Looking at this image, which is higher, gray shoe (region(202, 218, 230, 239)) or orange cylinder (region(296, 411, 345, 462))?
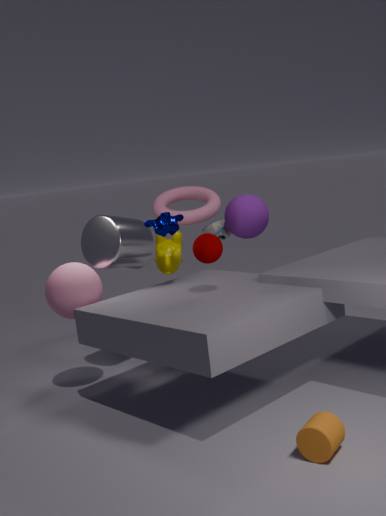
gray shoe (region(202, 218, 230, 239))
